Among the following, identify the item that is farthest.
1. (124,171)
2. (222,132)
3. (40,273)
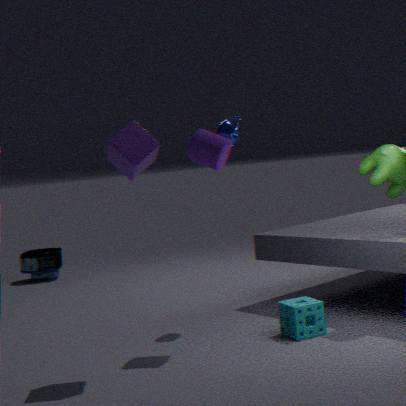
(40,273)
